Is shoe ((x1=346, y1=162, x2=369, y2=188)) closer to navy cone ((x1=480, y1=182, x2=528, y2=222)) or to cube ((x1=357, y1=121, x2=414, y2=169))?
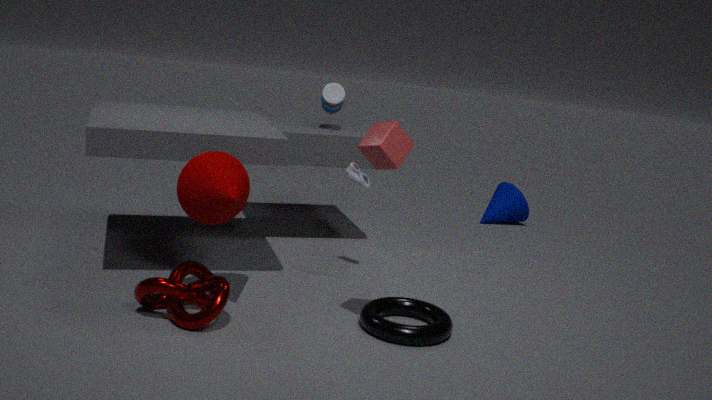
cube ((x1=357, y1=121, x2=414, y2=169))
